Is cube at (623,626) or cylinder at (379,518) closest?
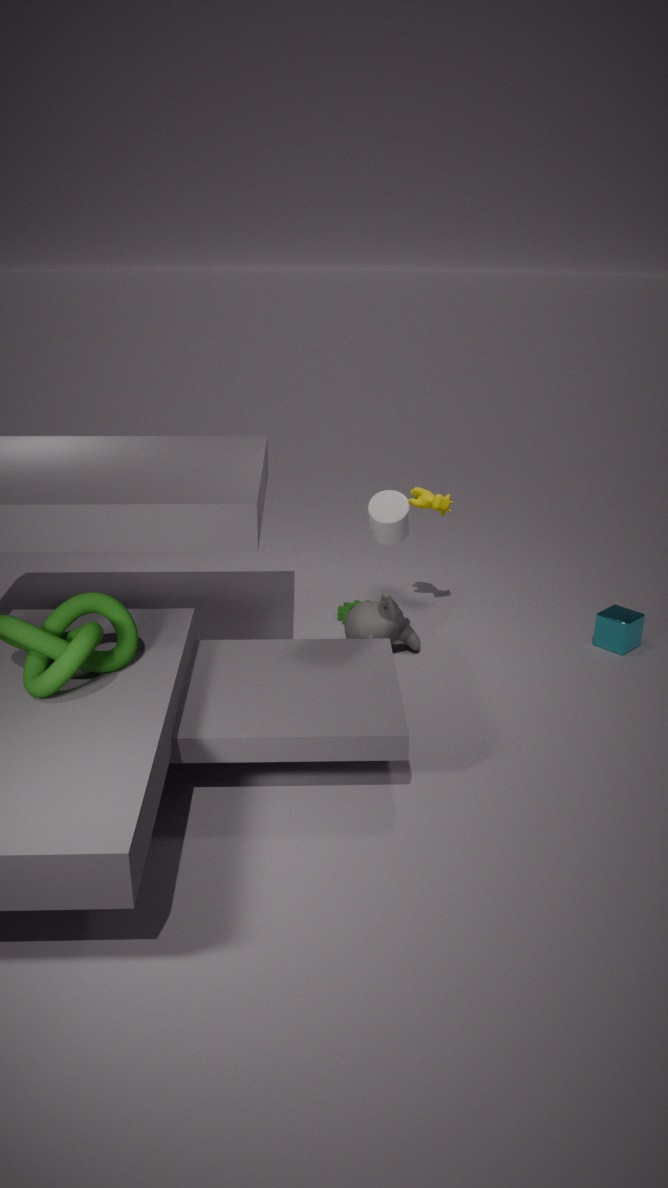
cylinder at (379,518)
